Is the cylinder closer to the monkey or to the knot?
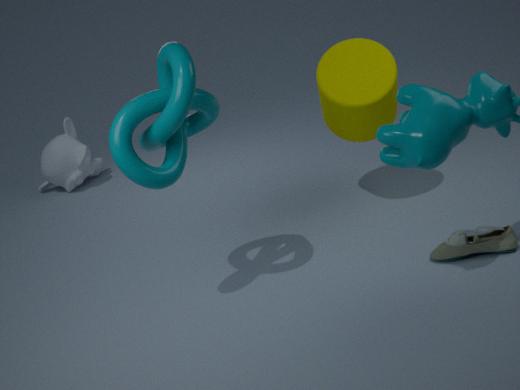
the knot
